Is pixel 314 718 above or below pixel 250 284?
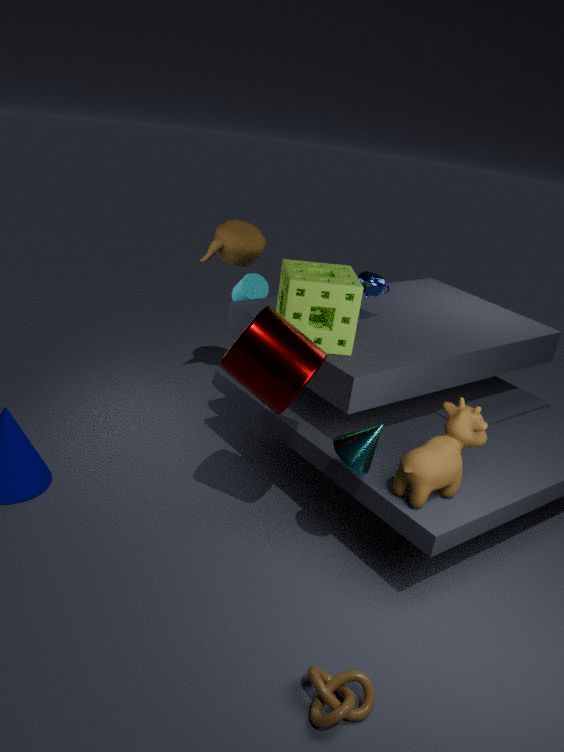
below
